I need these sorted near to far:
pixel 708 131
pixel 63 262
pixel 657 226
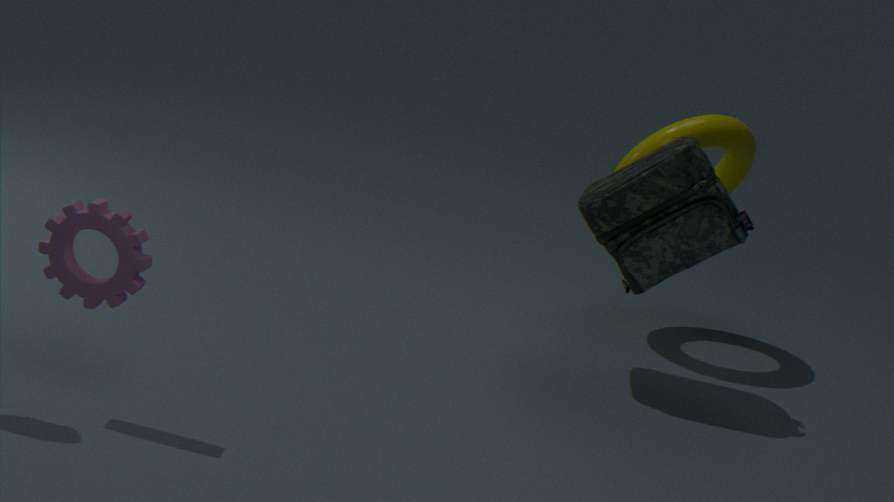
pixel 63 262 → pixel 657 226 → pixel 708 131
